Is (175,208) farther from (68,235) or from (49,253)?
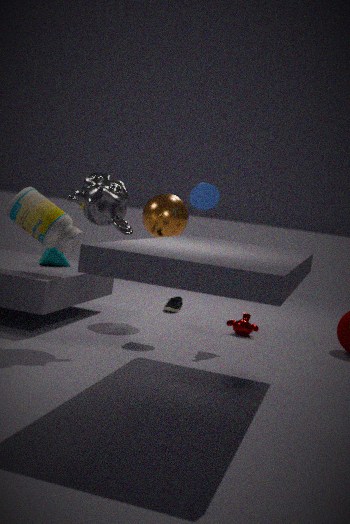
(68,235)
